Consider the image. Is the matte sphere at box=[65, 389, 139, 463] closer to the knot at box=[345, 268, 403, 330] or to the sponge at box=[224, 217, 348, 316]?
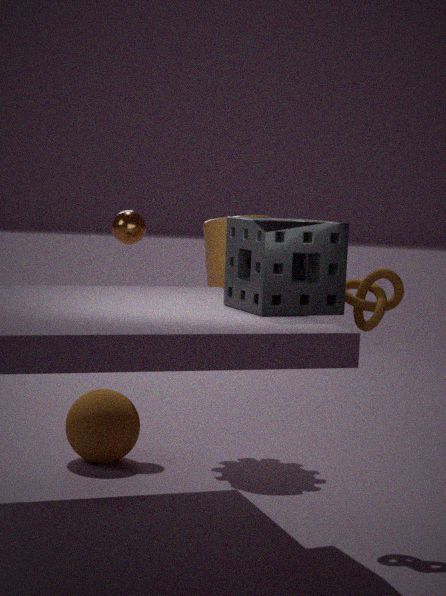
the sponge at box=[224, 217, 348, 316]
